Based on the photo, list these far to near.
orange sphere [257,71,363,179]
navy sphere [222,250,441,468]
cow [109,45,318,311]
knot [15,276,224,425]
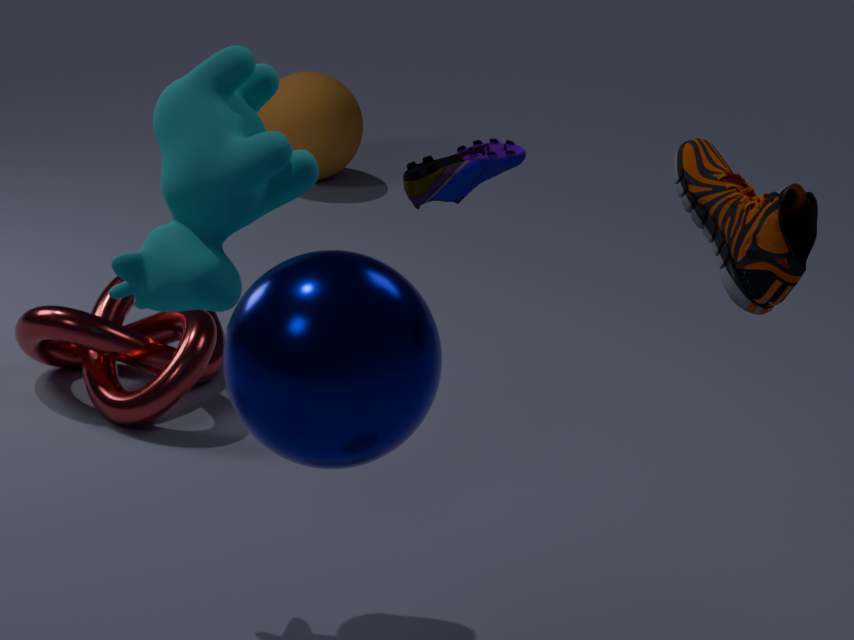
orange sphere [257,71,363,179], knot [15,276,224,425], cow [109,45,318,311], navy sphere [222,250,441,468]
